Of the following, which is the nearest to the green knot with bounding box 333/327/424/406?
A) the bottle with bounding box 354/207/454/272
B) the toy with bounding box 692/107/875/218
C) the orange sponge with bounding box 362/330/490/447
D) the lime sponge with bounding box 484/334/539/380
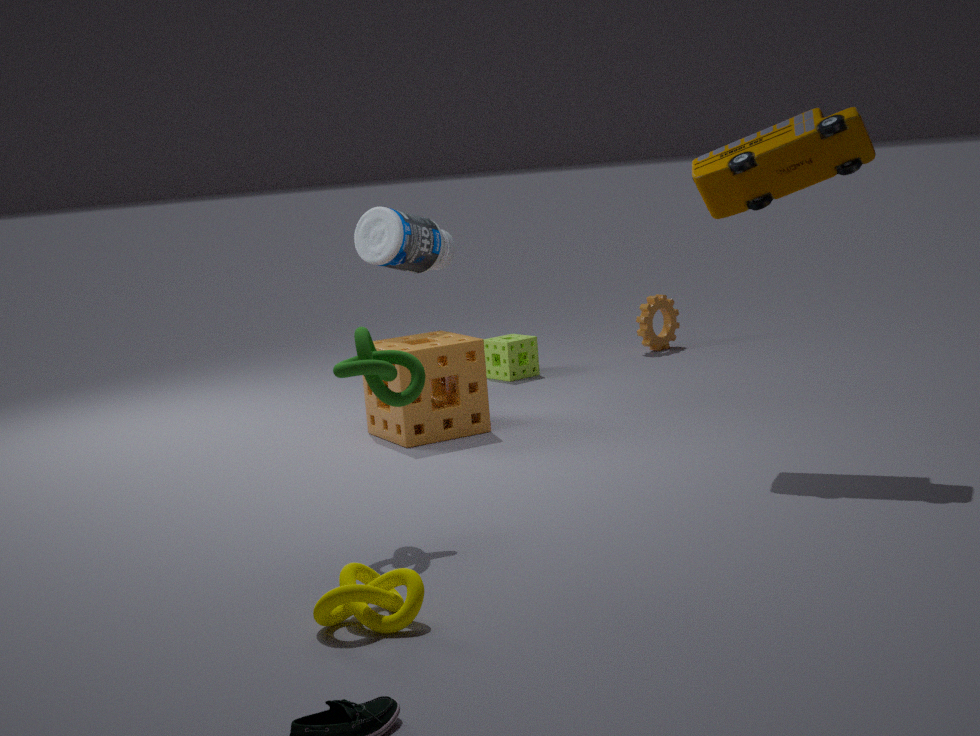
the orange sponge with bounding box 362/330/490/447
